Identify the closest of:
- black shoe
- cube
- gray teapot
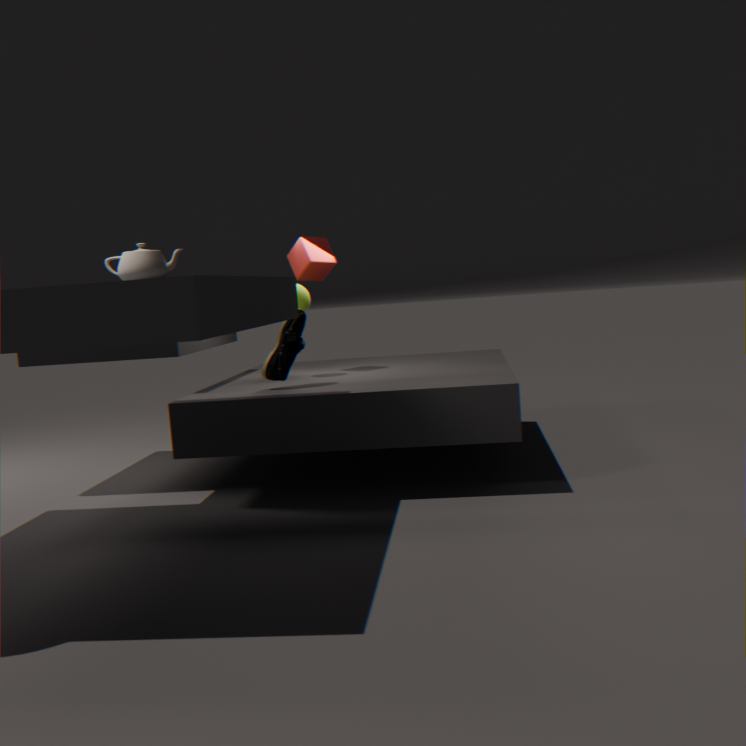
gray teapot
